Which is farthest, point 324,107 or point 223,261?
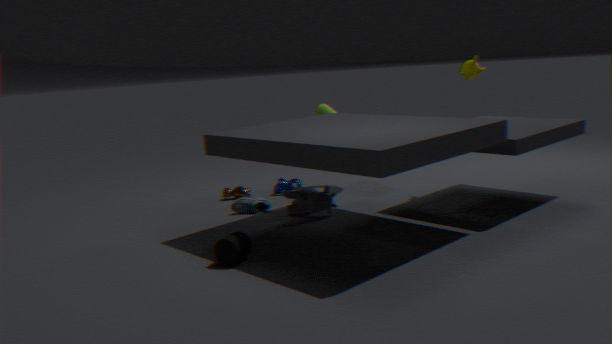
point 324,107
